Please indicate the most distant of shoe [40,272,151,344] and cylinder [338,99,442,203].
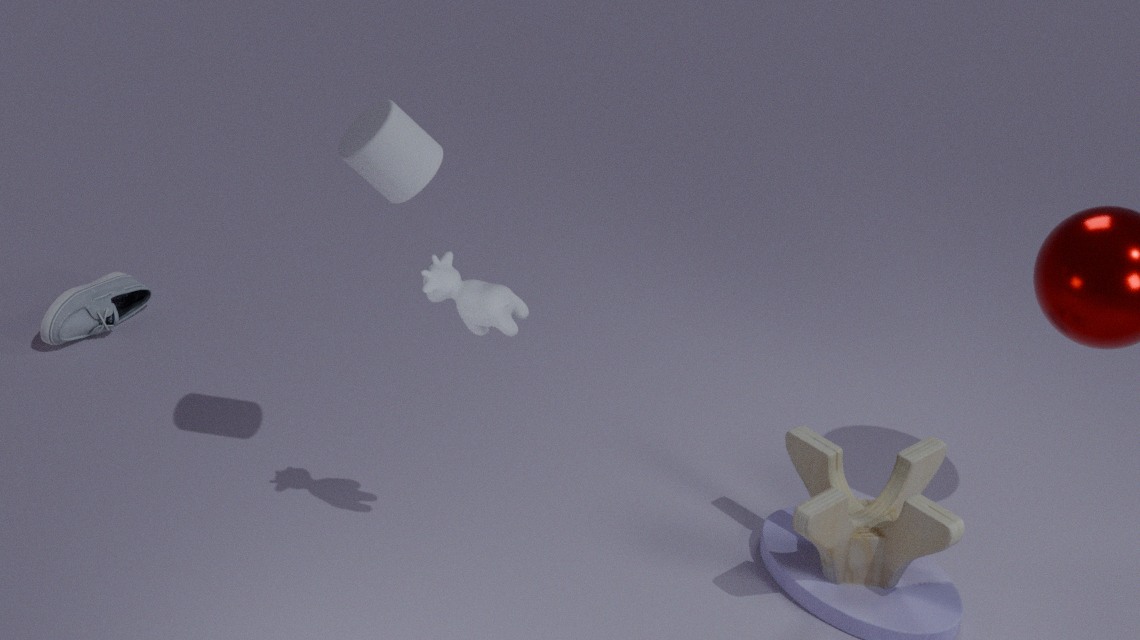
shoe [40,272,151,344]
